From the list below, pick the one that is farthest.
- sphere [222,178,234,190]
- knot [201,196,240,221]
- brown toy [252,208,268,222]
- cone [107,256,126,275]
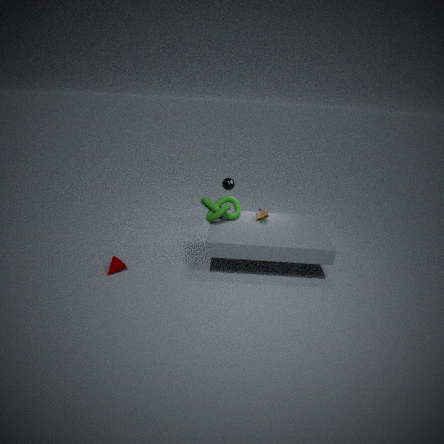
sphere [222,178,234,190]
